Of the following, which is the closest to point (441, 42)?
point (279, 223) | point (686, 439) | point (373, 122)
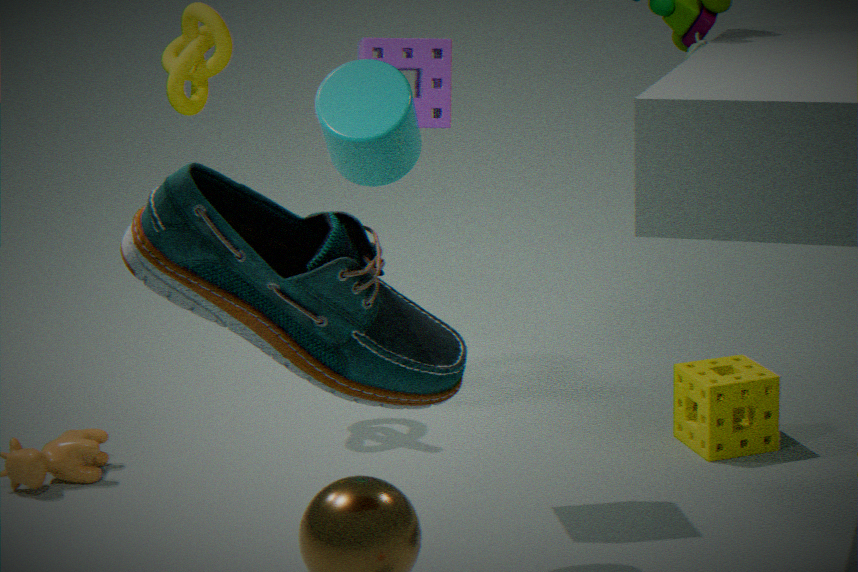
point (373, 122)
